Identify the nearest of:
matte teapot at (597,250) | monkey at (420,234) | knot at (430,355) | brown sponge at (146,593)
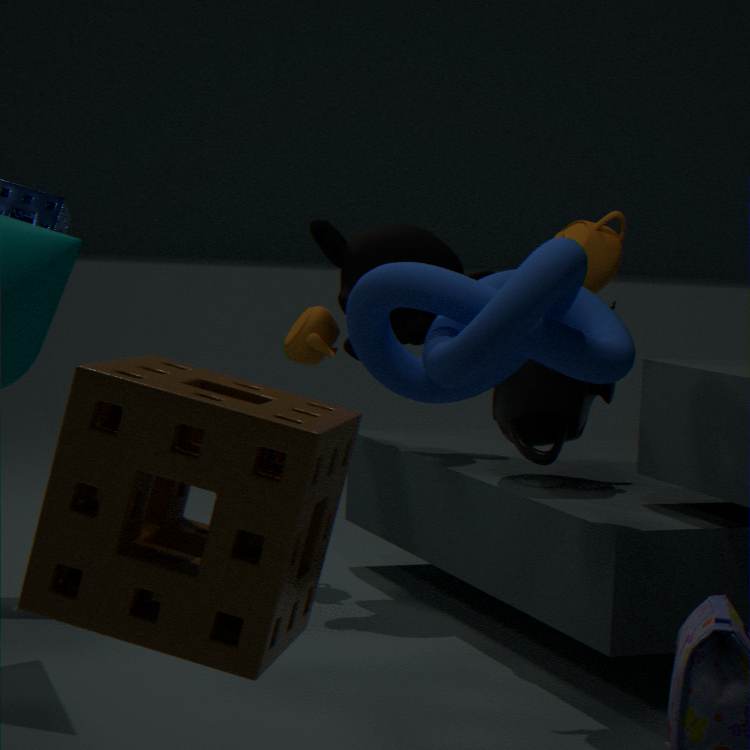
brown sponge at (146,593)
